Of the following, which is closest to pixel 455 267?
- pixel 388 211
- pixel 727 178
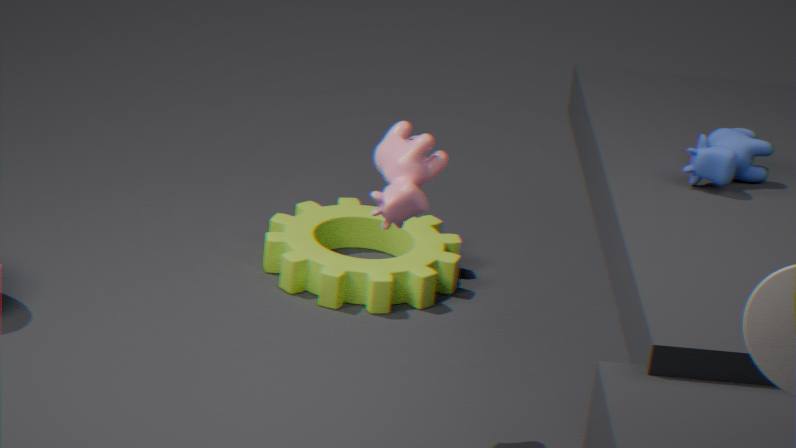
pixel 388 211
